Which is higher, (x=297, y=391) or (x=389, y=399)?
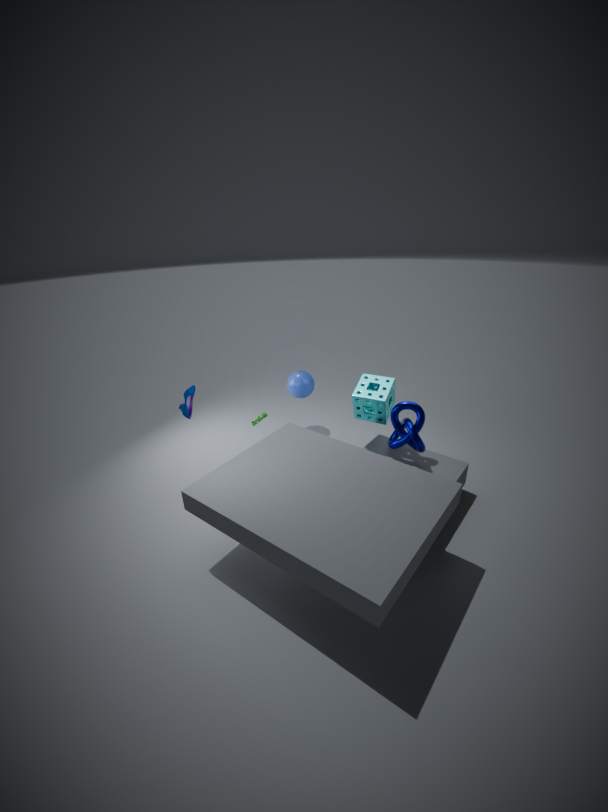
(x=389, y=399)
